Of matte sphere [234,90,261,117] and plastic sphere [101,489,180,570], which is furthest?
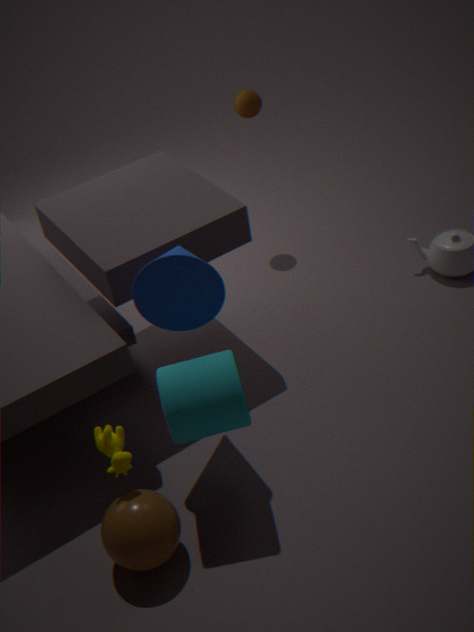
matte sphere [234,90,261,117]
